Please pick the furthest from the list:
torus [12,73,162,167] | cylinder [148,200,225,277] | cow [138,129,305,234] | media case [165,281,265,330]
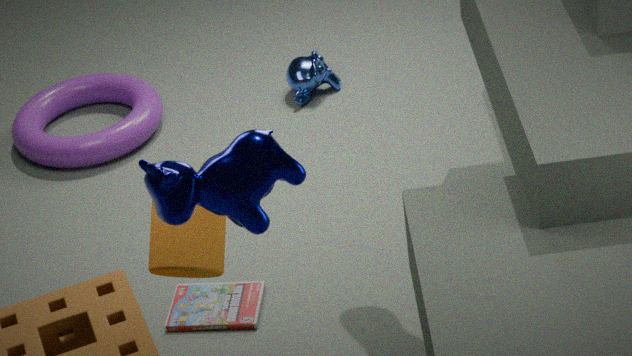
torus [12,73,162,167]
